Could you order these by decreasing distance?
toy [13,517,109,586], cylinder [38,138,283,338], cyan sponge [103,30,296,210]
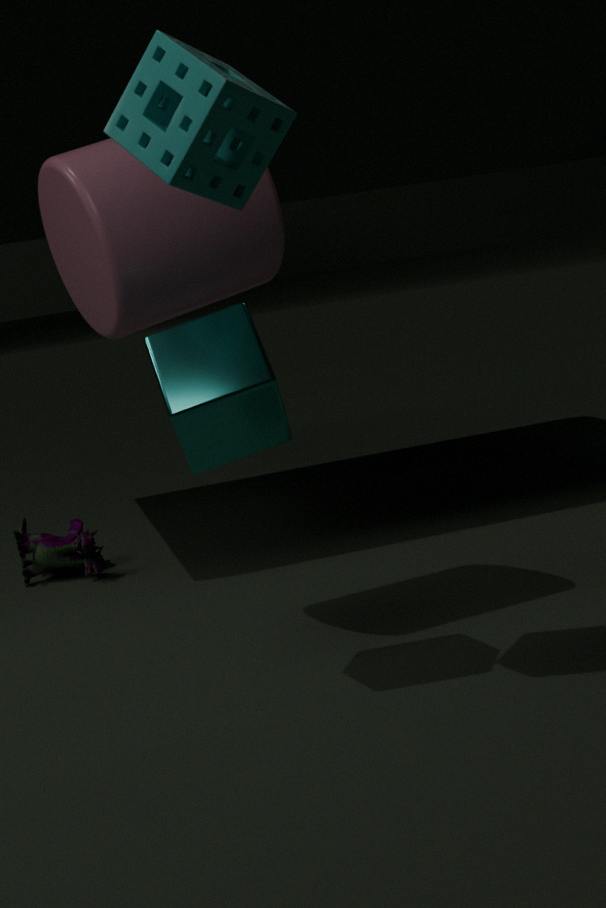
1. toy [13,517,109,586]
2. cylinder [38,138,283,338]
3. cyan sponge [103,30,296,210]
